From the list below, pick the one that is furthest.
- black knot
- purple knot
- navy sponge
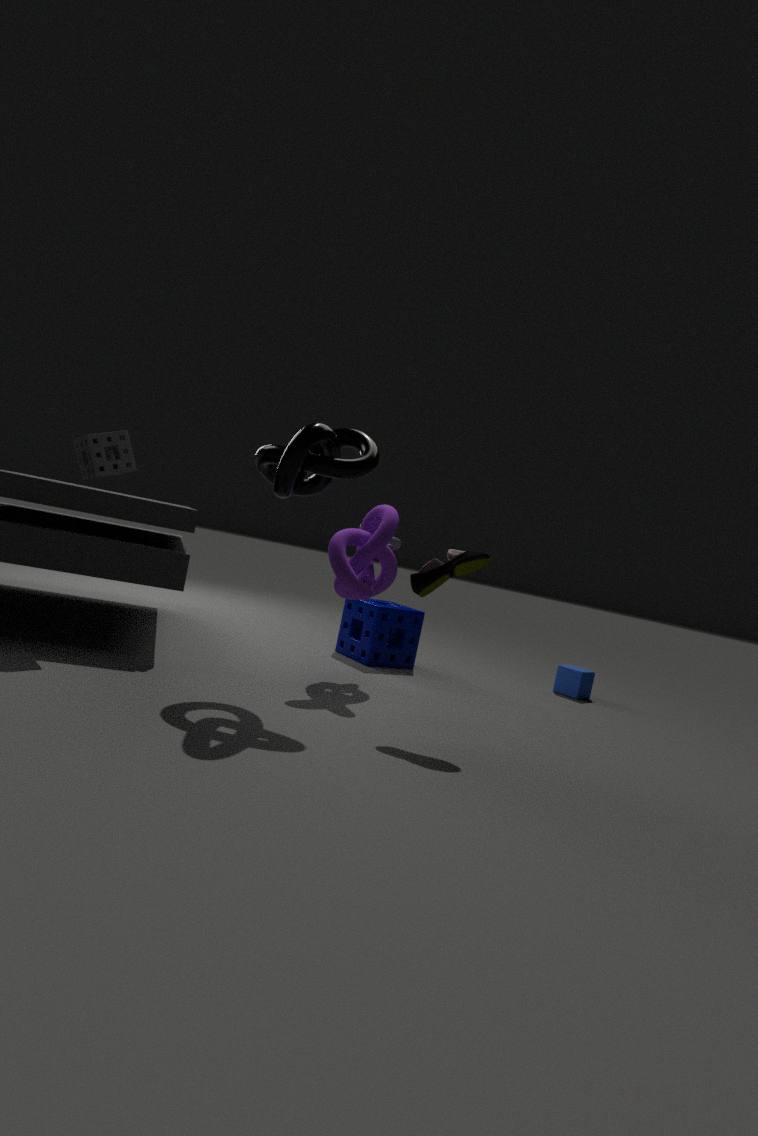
navy sponge
